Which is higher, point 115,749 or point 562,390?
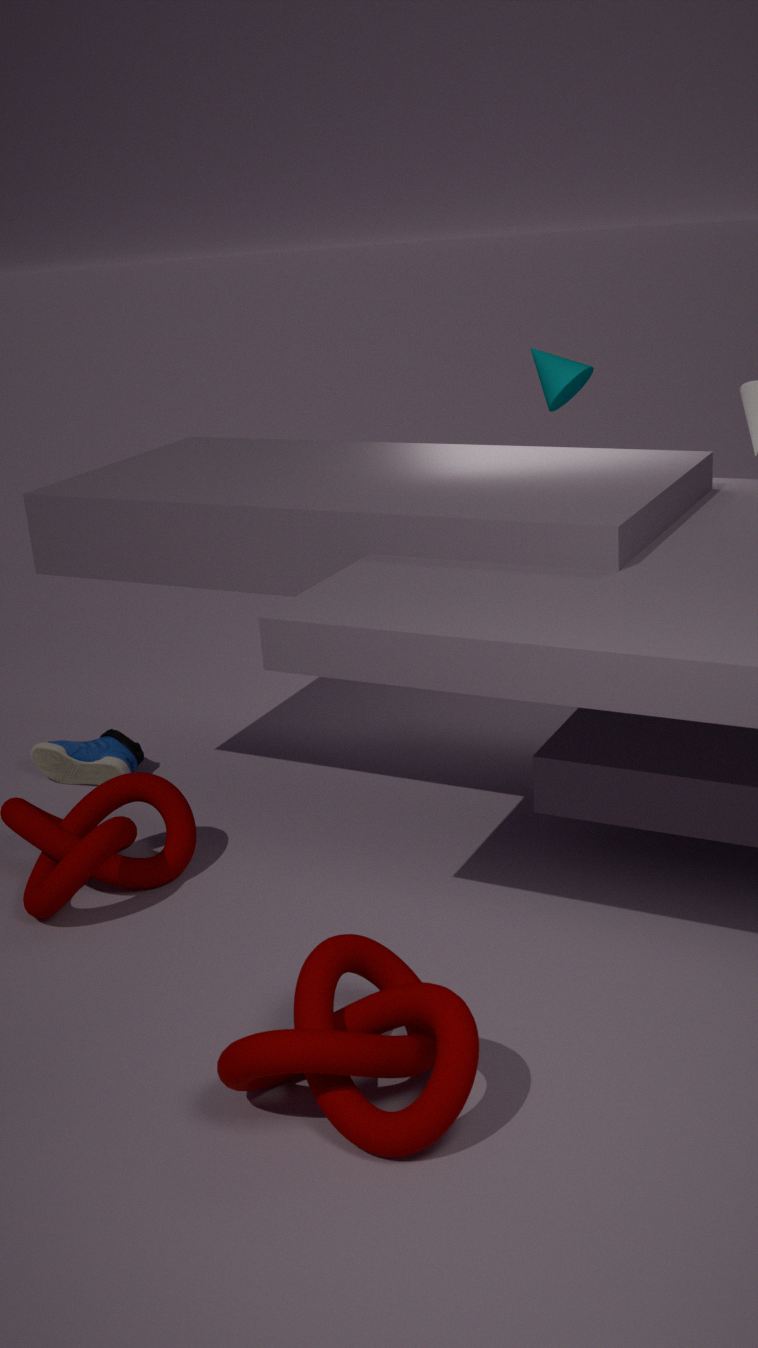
point 562,390
